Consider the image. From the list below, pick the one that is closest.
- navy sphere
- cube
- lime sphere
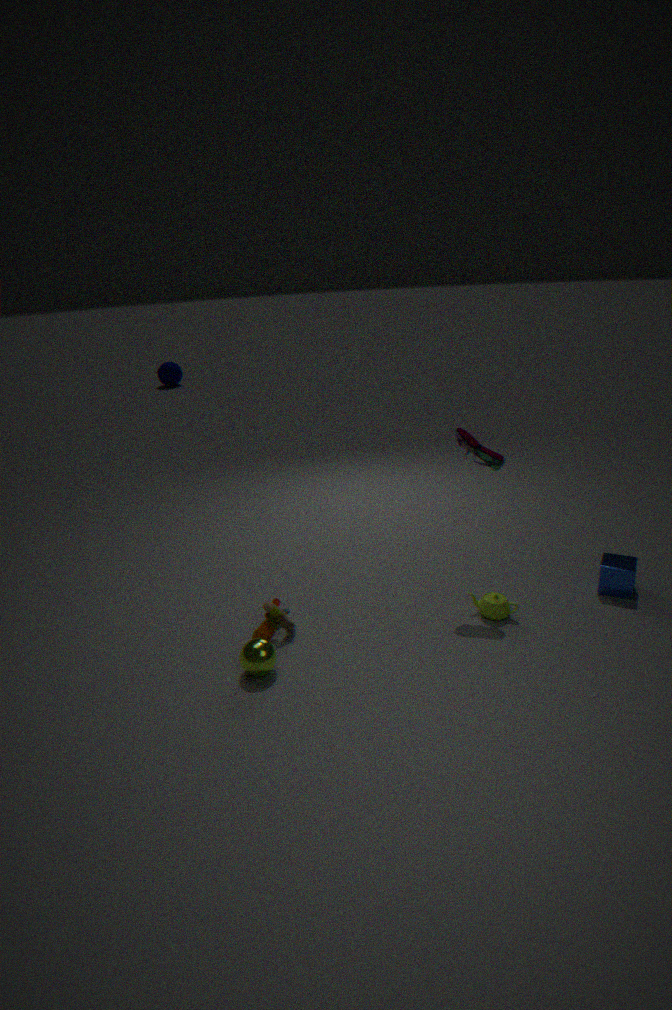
lime sphere
